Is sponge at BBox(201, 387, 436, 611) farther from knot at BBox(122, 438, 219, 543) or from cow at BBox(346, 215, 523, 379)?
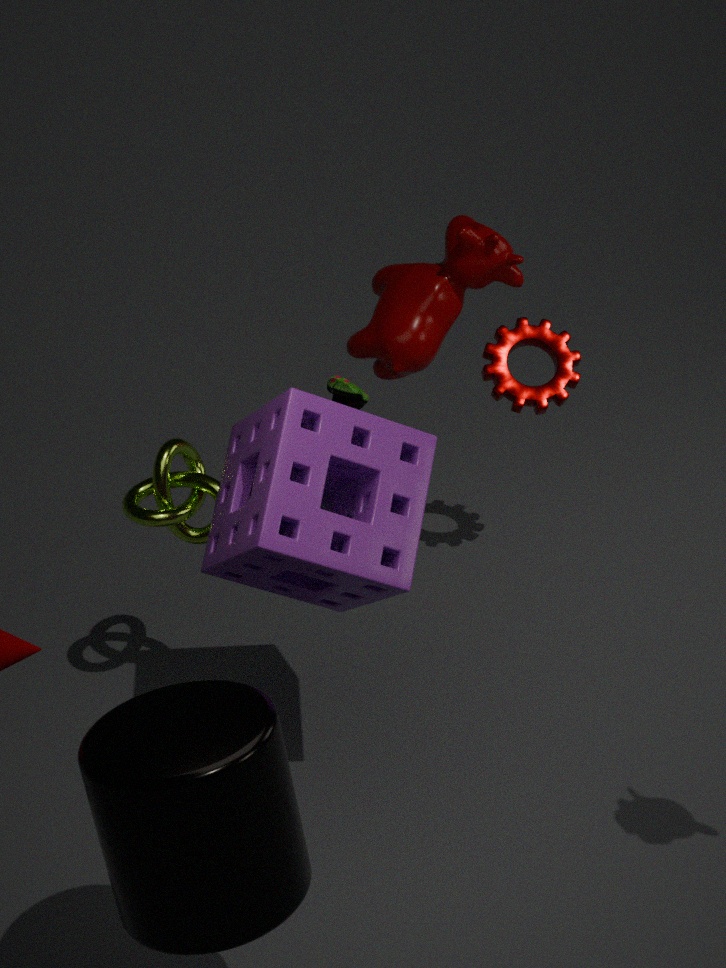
cow at BBox(346, 215, 523, 379)
